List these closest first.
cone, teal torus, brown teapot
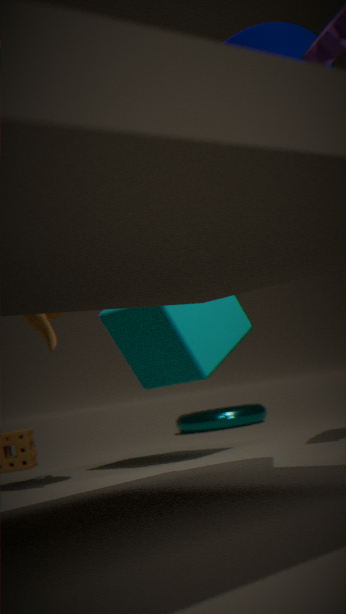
cone
brown teapot
teal torus
